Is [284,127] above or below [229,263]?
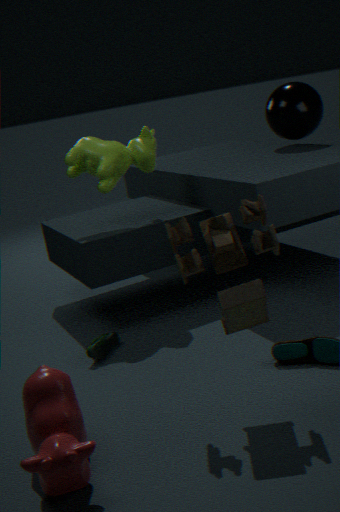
above
